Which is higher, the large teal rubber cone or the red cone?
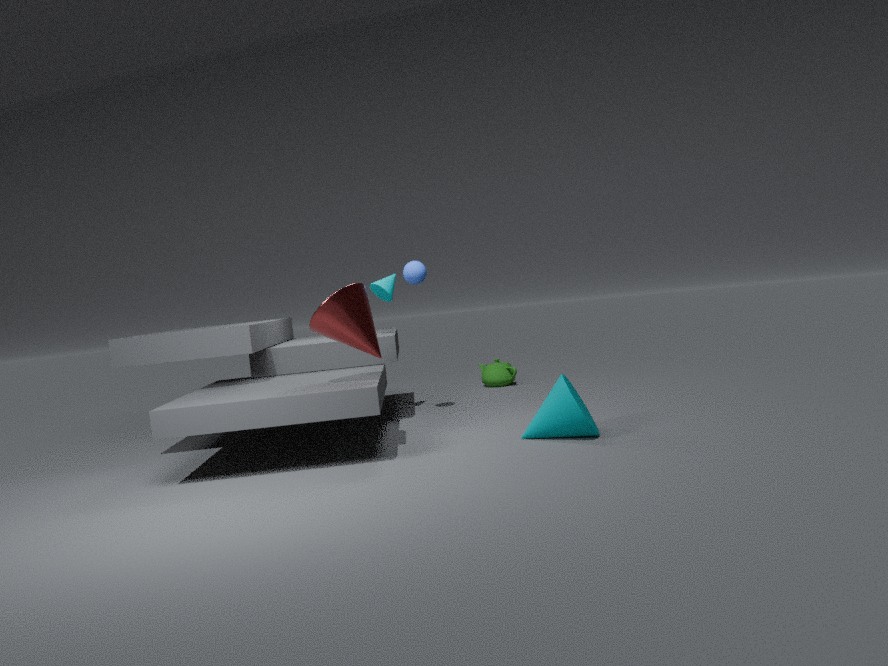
the red cone
